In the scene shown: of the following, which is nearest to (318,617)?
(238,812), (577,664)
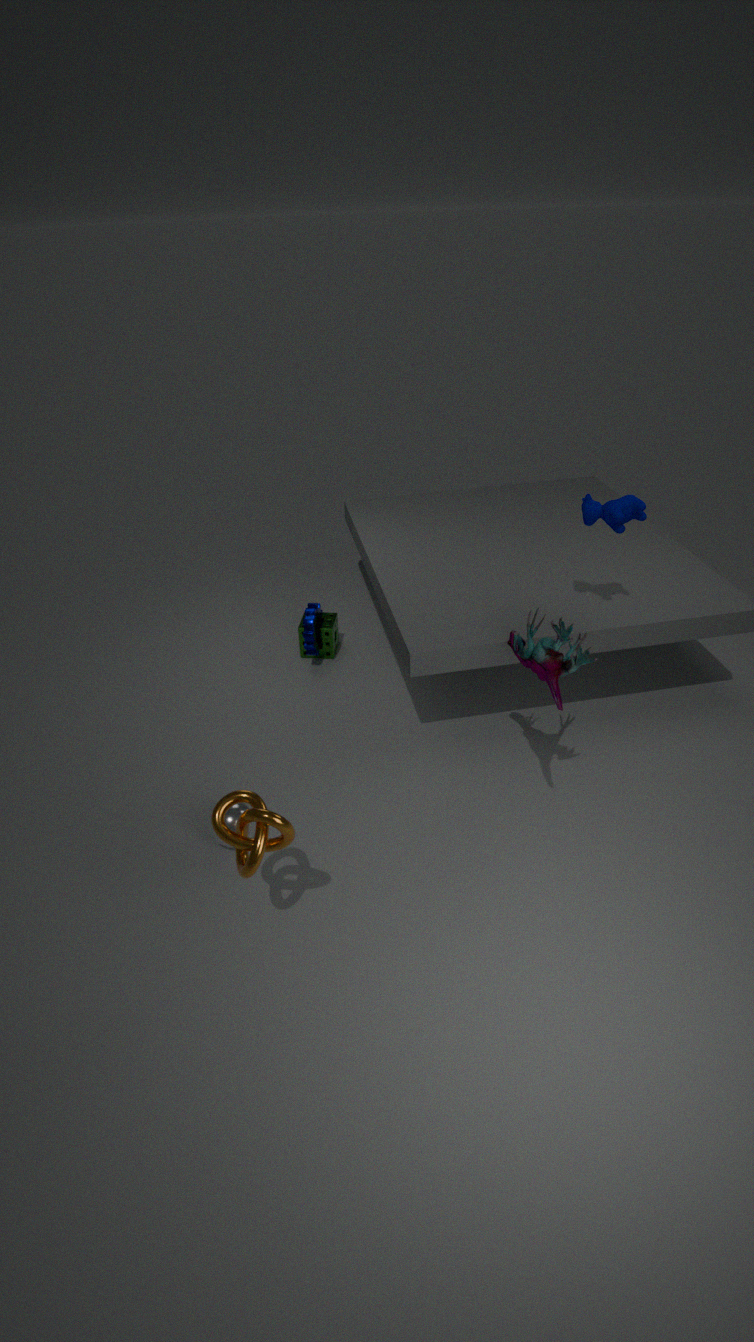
(238,812)
